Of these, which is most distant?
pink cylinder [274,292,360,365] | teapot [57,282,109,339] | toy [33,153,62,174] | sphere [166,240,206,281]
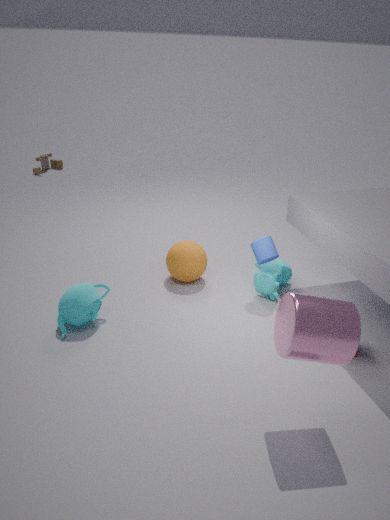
toy [33,153,62,174]
